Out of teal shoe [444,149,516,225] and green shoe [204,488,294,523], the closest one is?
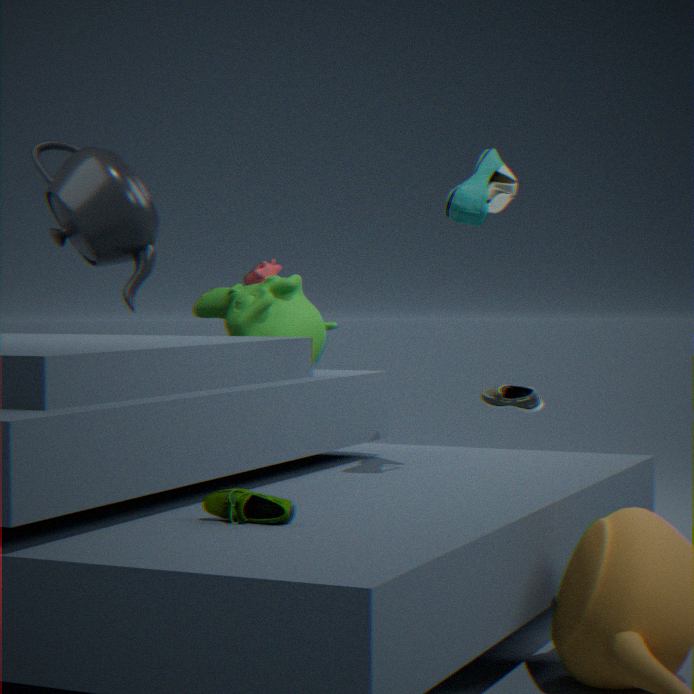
green shoe [204,488,294,523]
